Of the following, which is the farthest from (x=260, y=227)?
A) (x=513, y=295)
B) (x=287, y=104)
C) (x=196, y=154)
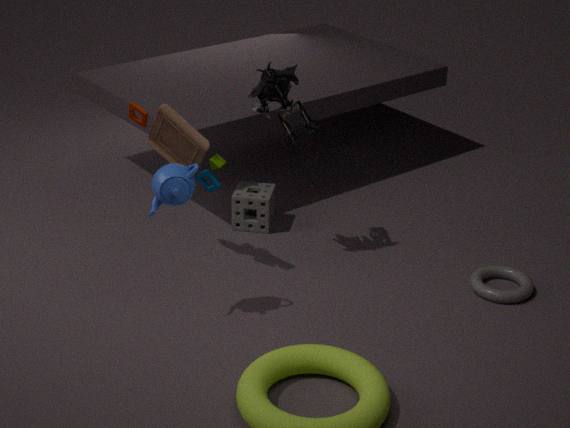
(x=513, y=295)
